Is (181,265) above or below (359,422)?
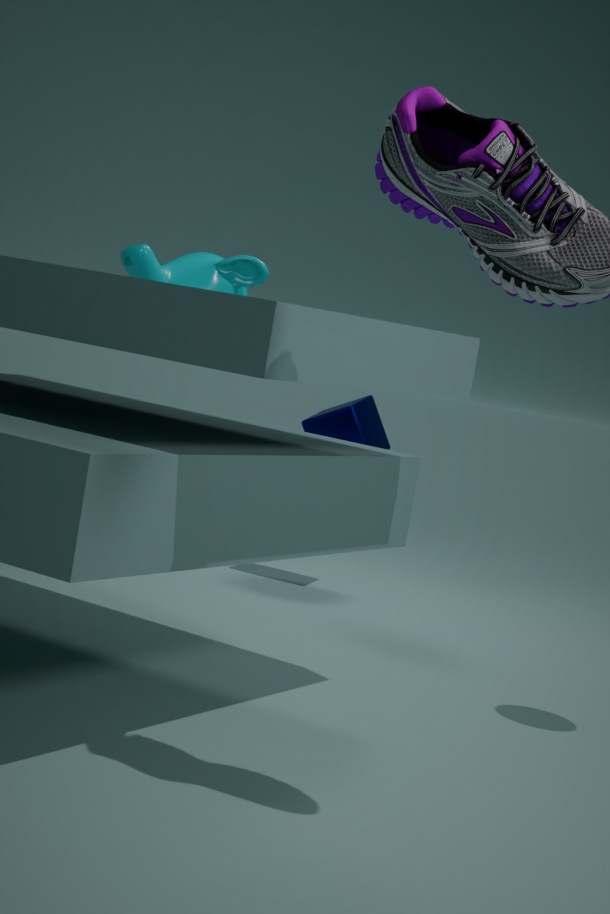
above
